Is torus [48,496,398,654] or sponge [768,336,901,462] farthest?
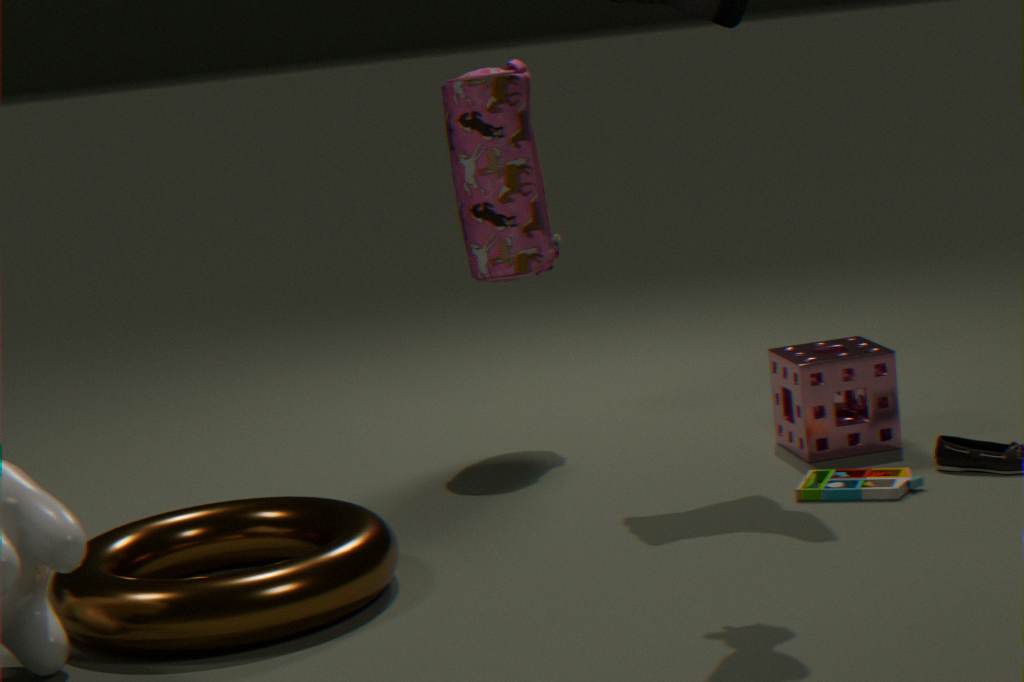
sponge [768,336,901,462]
